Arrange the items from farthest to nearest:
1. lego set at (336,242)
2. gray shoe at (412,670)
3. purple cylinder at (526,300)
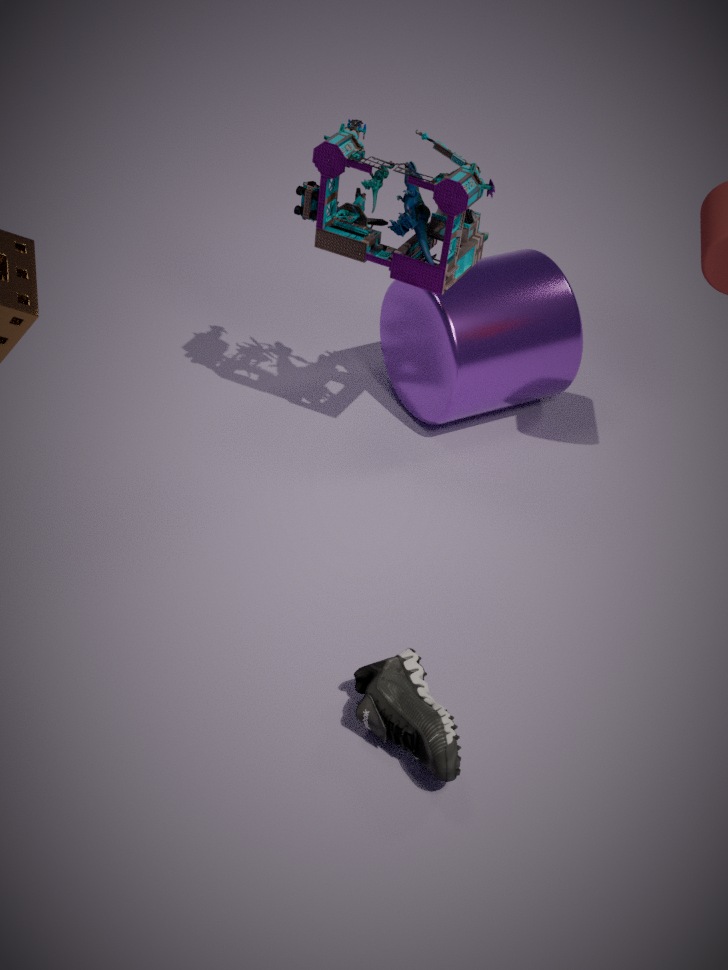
purple cylinder at (526,300) < lego set at (336,242) < gray shoe at (412,670)
